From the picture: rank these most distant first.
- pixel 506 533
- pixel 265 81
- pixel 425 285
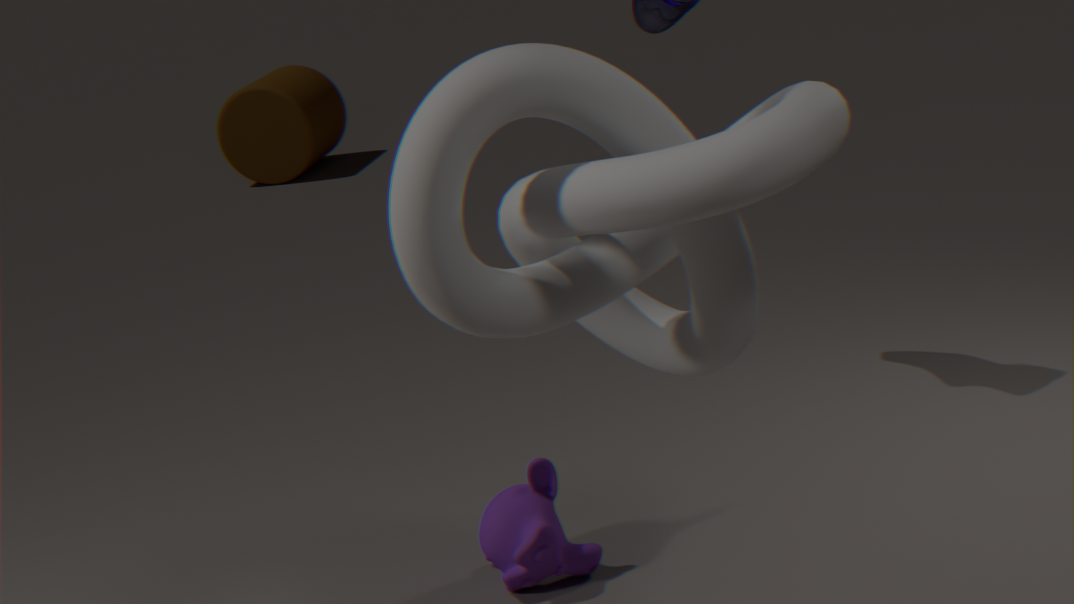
pixel 265 81 → pixel 506 533 → pixel 425 285
